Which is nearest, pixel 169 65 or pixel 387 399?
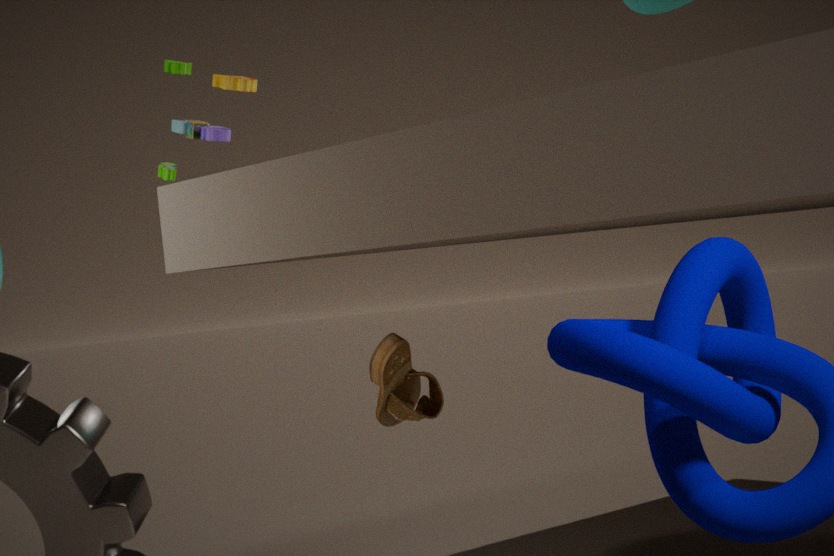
pixel 169 65
